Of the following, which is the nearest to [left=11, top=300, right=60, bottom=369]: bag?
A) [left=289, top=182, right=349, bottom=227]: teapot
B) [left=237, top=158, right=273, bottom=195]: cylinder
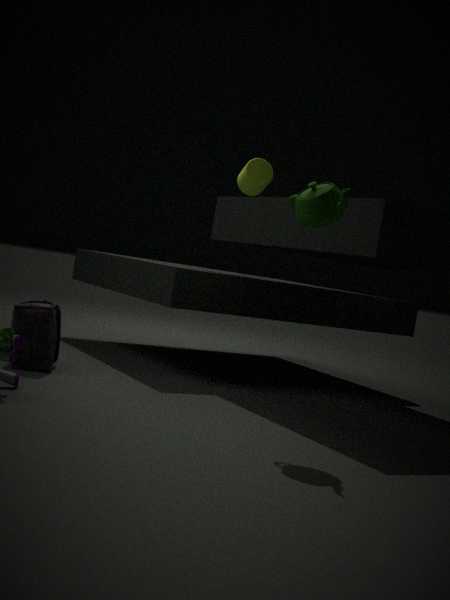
[left=289, top=182, right=349, bottom=227]: teapot
